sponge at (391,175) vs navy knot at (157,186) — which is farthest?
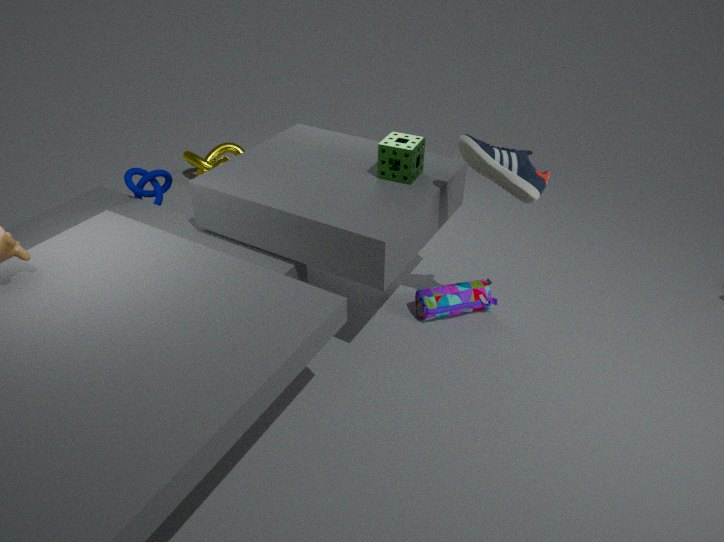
navy knot at (157,186)
